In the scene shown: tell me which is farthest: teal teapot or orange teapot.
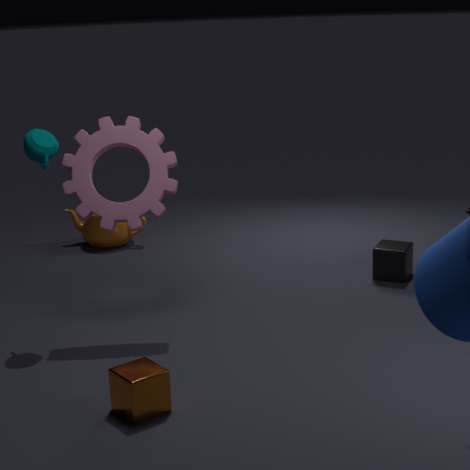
orange teapot
